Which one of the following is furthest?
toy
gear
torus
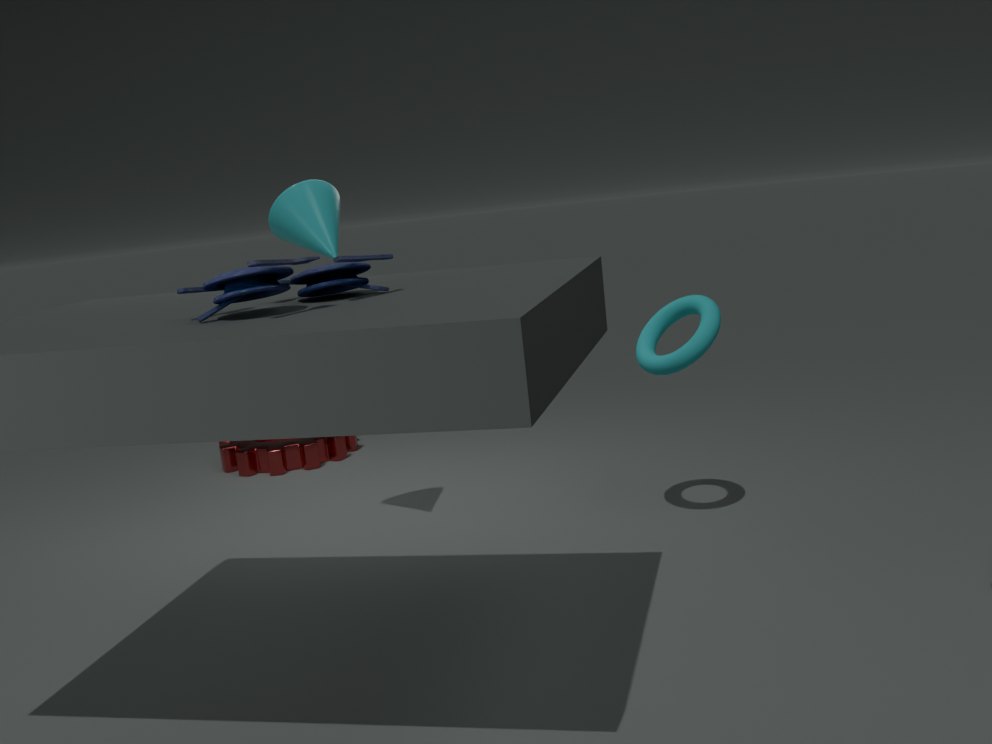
gear
